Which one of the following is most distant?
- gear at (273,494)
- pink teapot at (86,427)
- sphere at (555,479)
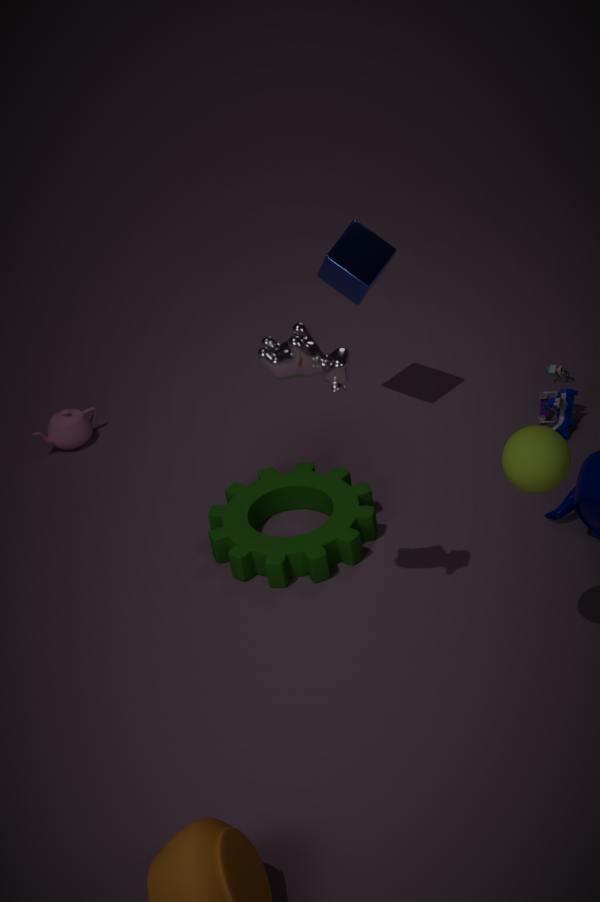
pink teapot at (86,427)
